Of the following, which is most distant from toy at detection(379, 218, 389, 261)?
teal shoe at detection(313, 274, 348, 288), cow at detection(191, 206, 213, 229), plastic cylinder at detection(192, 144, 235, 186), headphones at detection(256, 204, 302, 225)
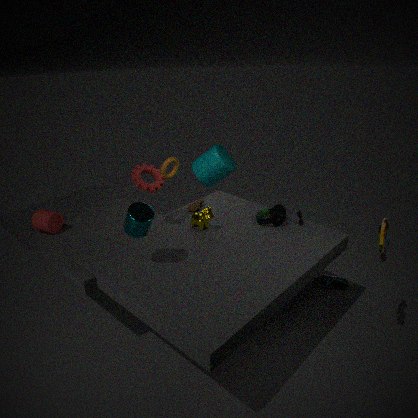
plastic cylinder at detection(192, 144, 235, 186)
